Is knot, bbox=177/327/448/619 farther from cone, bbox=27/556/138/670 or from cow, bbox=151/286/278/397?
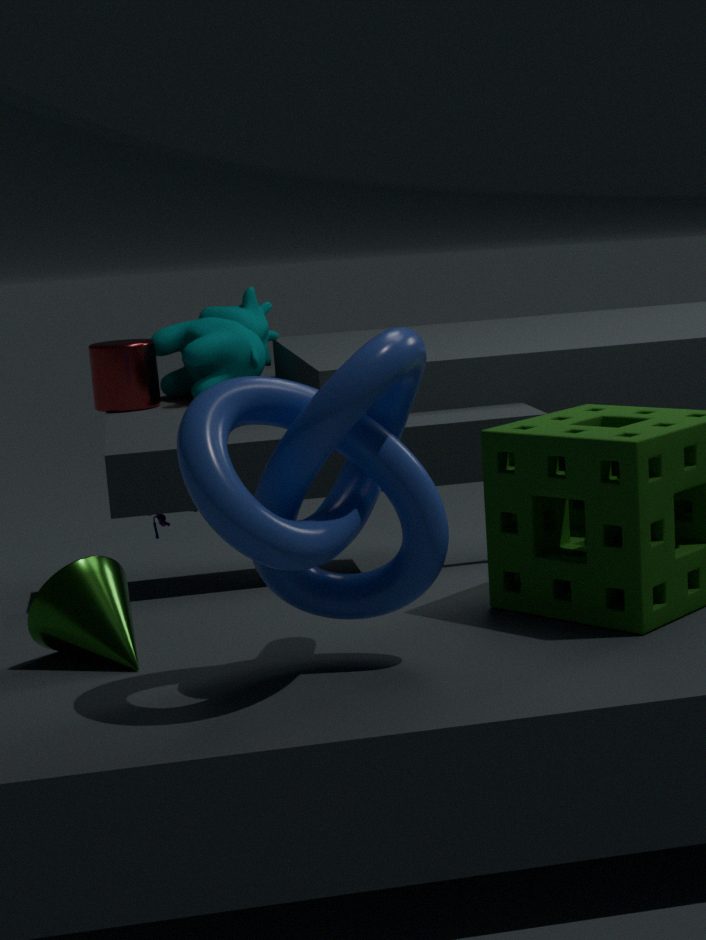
cow, bbox=151/286/278/397
